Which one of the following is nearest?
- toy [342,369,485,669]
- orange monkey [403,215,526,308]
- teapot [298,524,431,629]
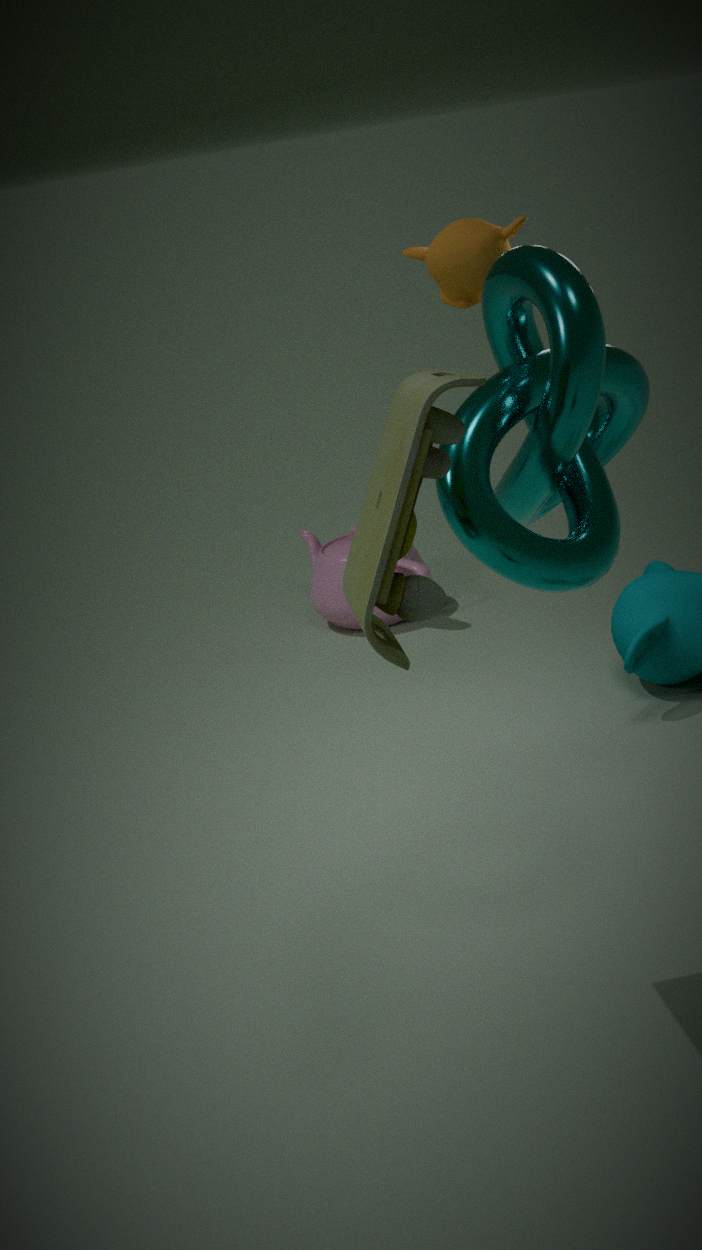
toy [342,369,485,669]
